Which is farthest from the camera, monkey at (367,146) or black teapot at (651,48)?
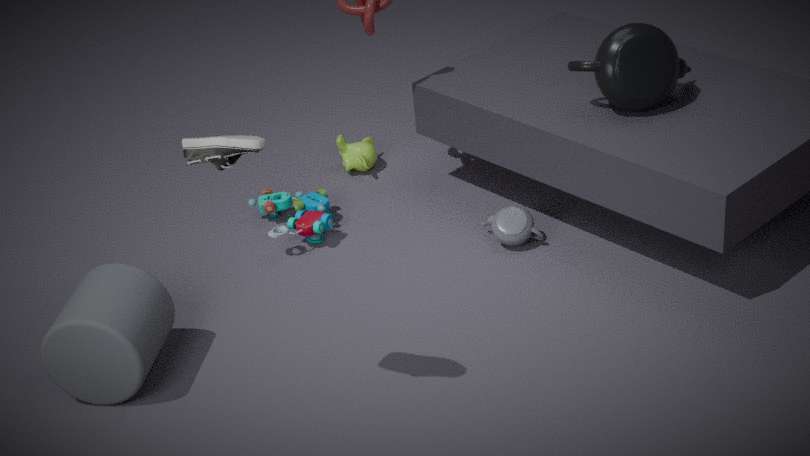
monkey at (367,146)
